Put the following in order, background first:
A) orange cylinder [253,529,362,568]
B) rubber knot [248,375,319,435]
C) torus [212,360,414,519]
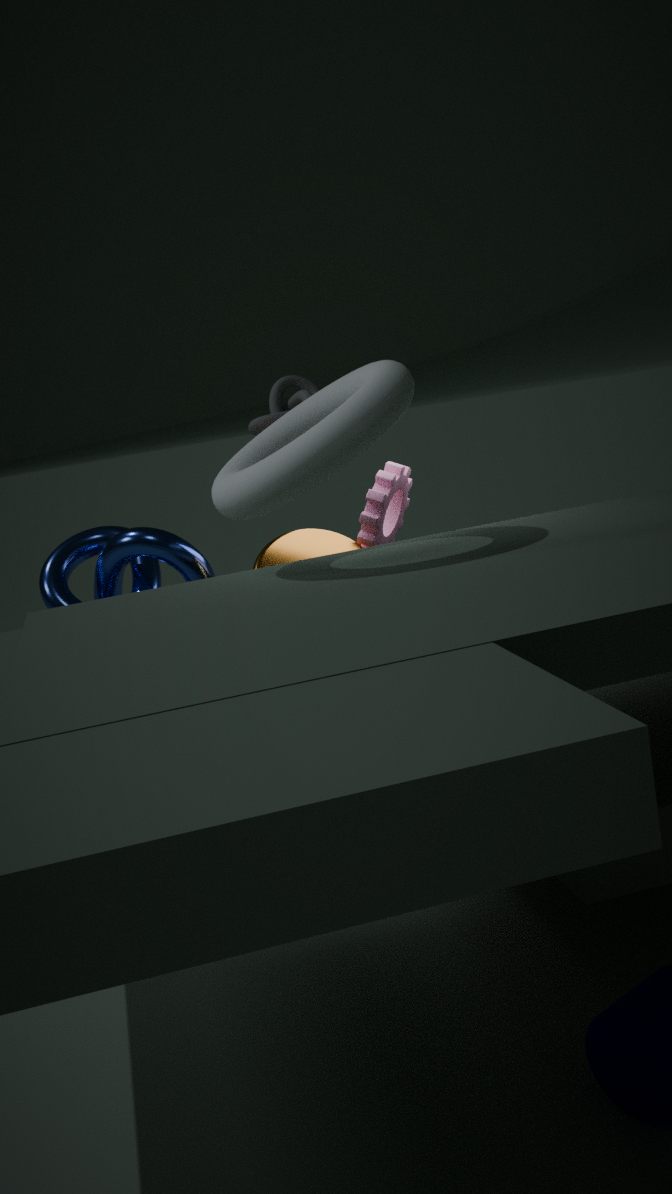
rubber knot [248,375,319,435] → orange cylinder [253,529,362,568] → torus [212,360,414,519]
